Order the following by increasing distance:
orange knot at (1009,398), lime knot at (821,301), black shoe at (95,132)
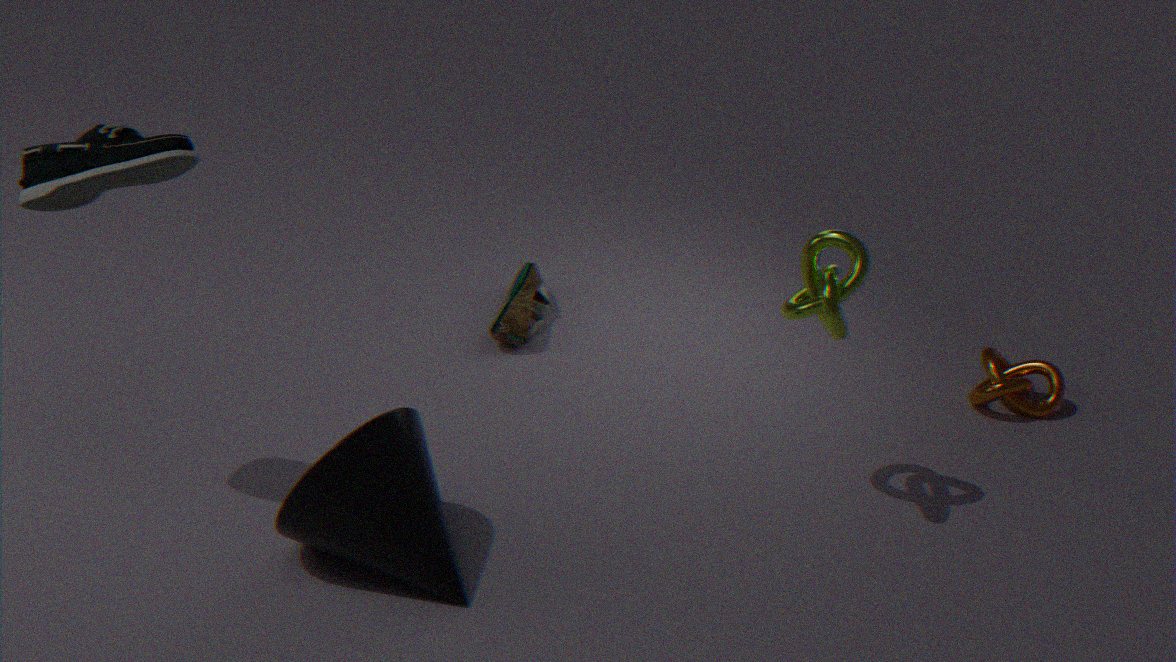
black shoe at (95,132)
lime knot at (821,301)
orange knot at (1009,398)
